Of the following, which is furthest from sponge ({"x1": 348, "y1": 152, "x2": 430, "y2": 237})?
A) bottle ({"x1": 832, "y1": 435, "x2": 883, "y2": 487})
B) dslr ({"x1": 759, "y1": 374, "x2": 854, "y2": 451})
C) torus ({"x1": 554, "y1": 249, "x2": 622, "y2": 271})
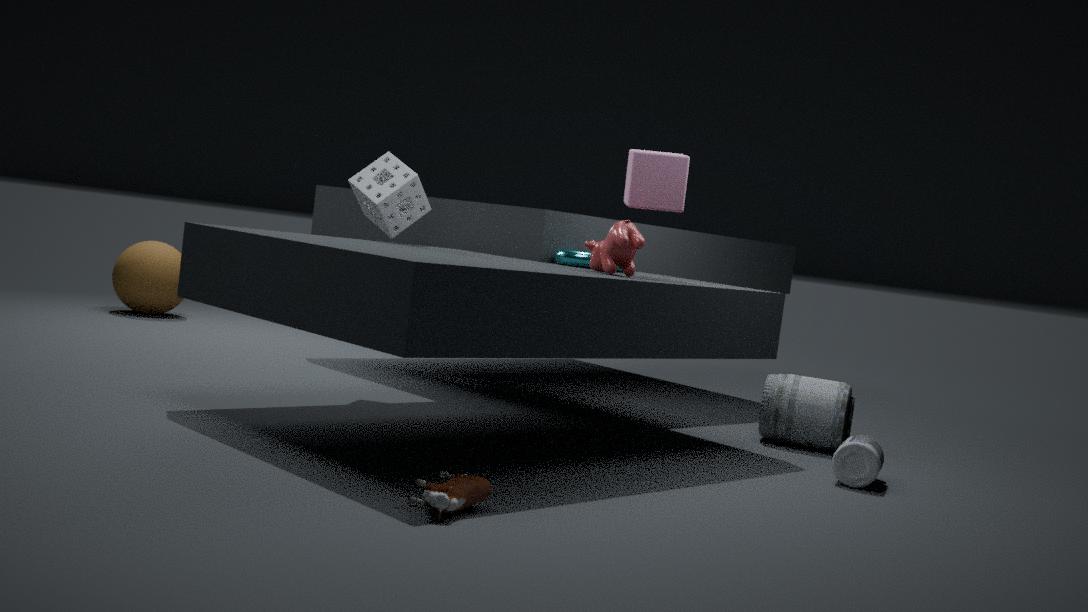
bottle ({"x1": 832, "y1": 435, "x2": 883, "y2": 487})
